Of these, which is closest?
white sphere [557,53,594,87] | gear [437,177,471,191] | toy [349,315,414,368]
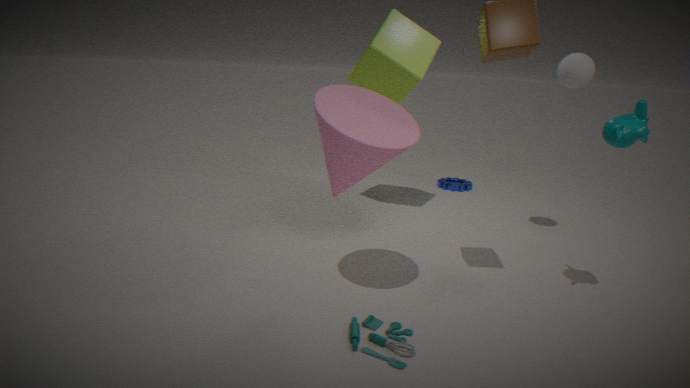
toy [349,315,414,368]
